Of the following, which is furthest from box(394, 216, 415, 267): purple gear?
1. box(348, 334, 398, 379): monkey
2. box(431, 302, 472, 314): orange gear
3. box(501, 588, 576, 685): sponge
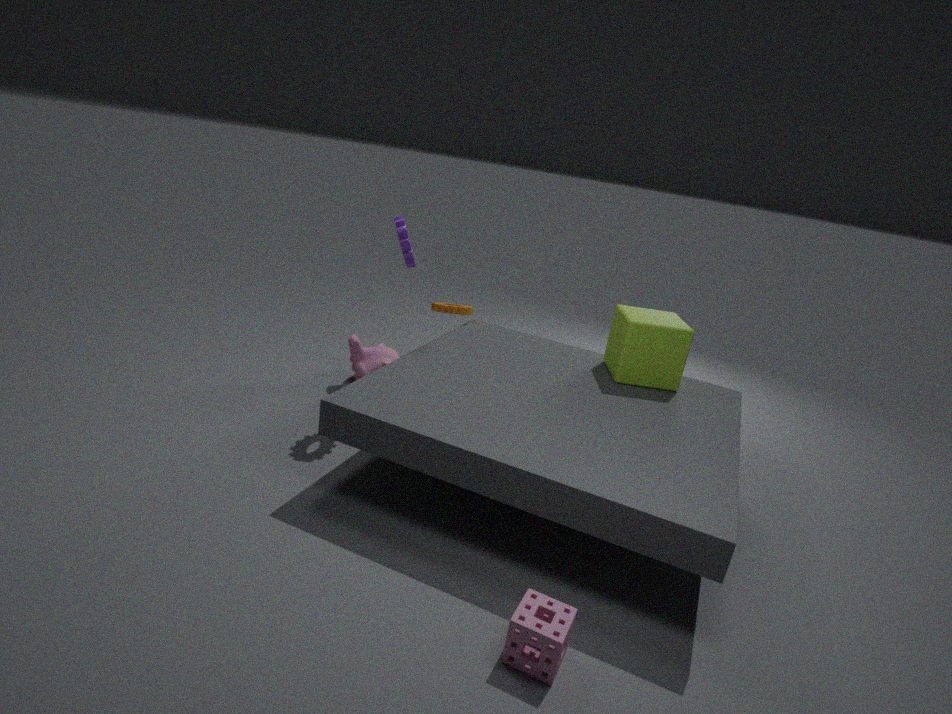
box(501, 588, 576, 685): sponge
